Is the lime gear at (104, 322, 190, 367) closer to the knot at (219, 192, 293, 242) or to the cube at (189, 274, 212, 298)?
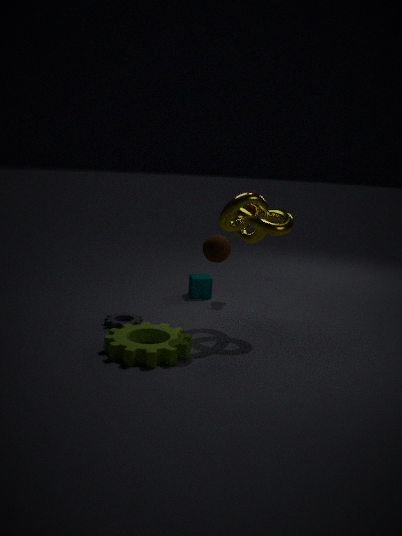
the knot at (219, 192, 293, 242)
